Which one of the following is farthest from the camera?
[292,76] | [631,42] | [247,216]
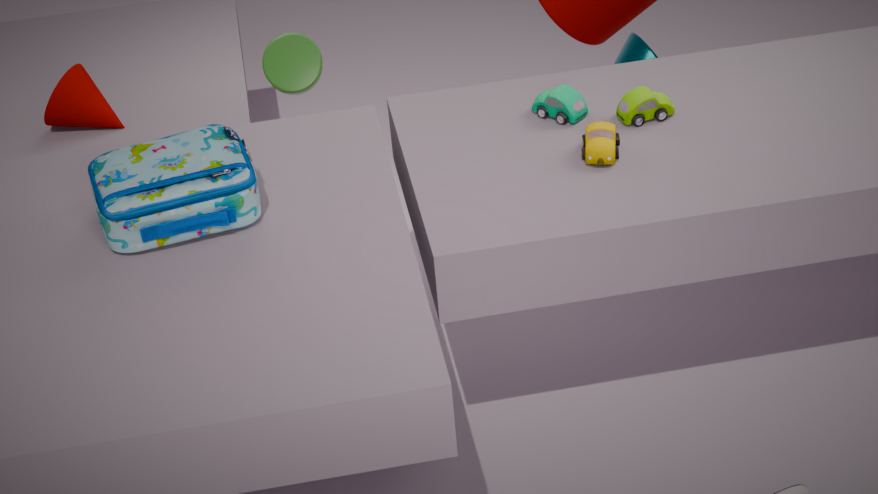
[631,42]
